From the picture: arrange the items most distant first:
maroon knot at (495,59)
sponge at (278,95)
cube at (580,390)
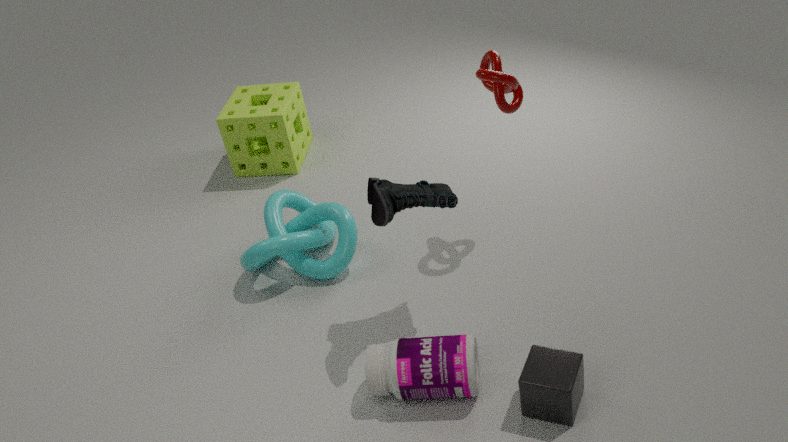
sponge at (278,95), maroon knot at (495,59), cube at (580,390)
